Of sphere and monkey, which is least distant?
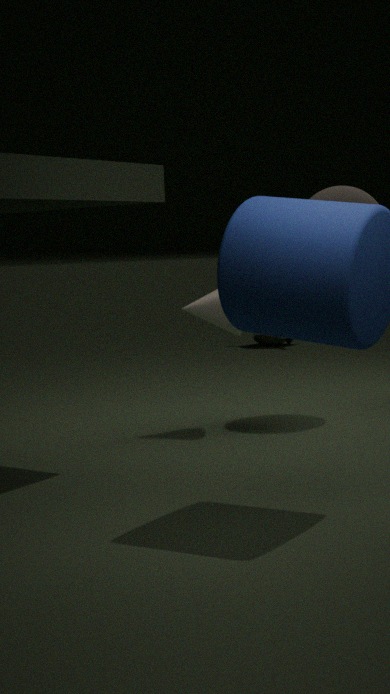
sphere
